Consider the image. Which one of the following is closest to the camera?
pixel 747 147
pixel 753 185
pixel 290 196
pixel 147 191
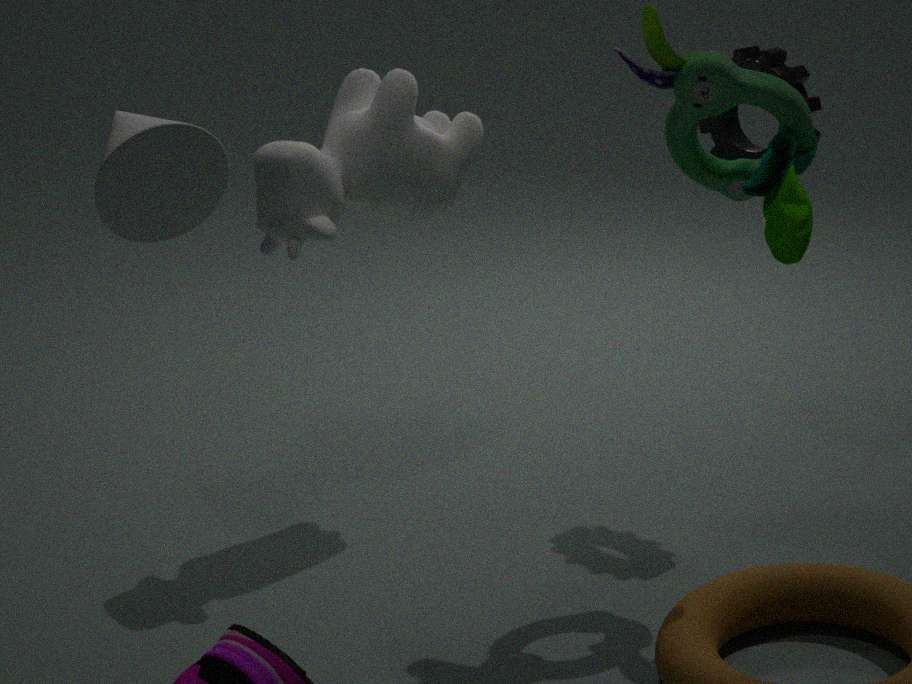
pixel 147 191
